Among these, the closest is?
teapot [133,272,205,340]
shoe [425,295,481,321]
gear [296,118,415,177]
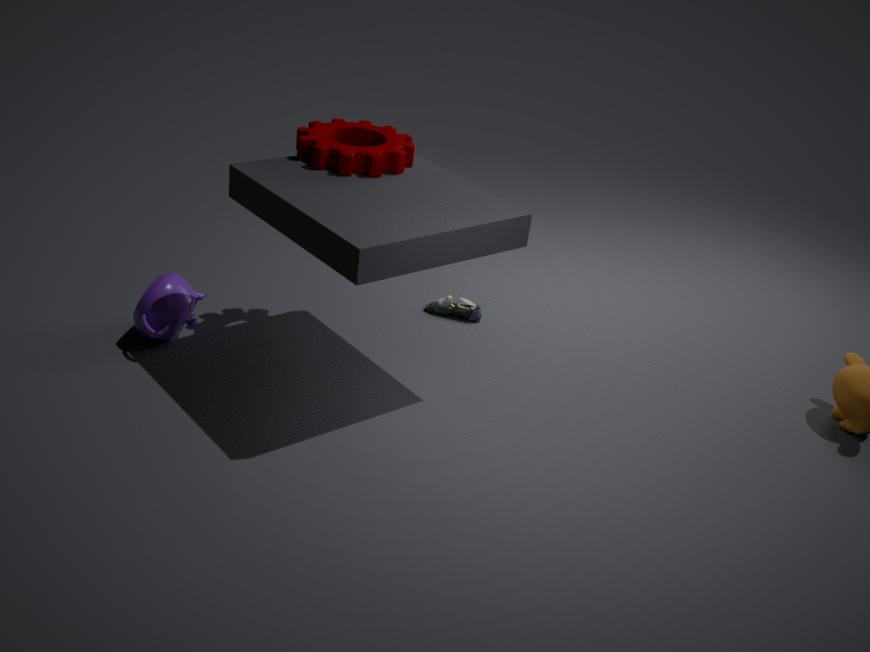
gear [296,118,415,177]
